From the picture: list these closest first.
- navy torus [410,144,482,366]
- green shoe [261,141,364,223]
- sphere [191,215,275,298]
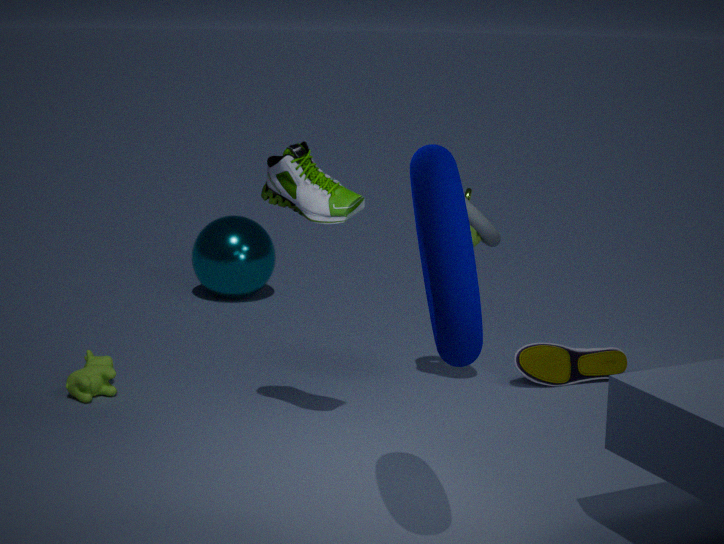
navy torus [410,144,482,366]
green shoe [261,141,364,223]
sphere [191,215,275,298]
